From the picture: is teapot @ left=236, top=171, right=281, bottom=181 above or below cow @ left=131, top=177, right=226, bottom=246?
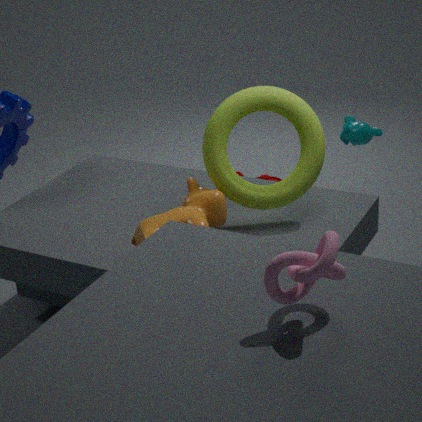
below
